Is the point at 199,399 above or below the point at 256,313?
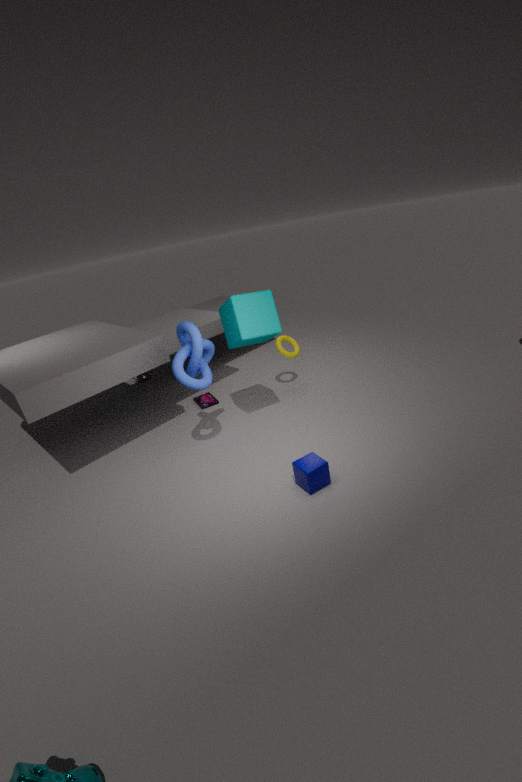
below
